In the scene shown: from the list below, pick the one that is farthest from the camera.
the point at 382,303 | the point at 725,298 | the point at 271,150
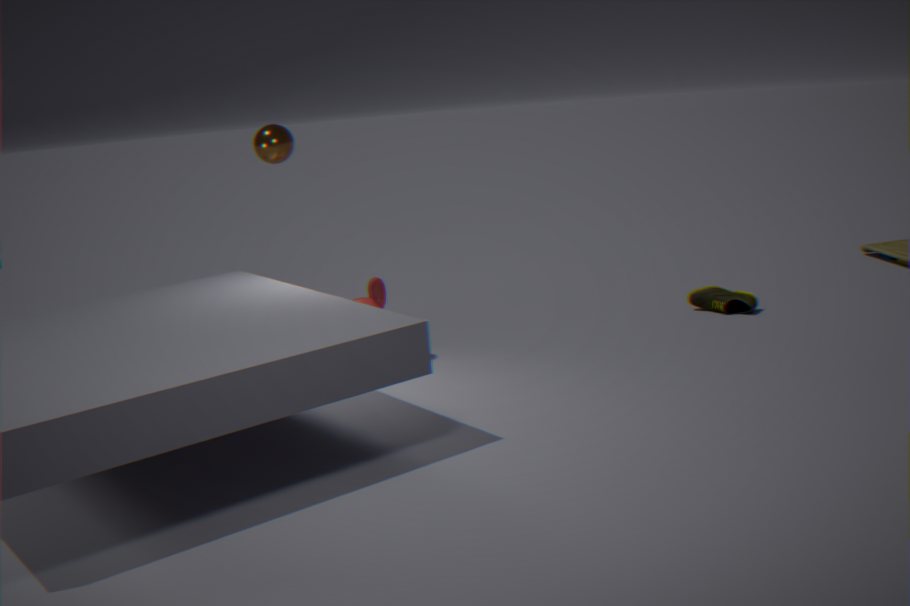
the point at 725,298
